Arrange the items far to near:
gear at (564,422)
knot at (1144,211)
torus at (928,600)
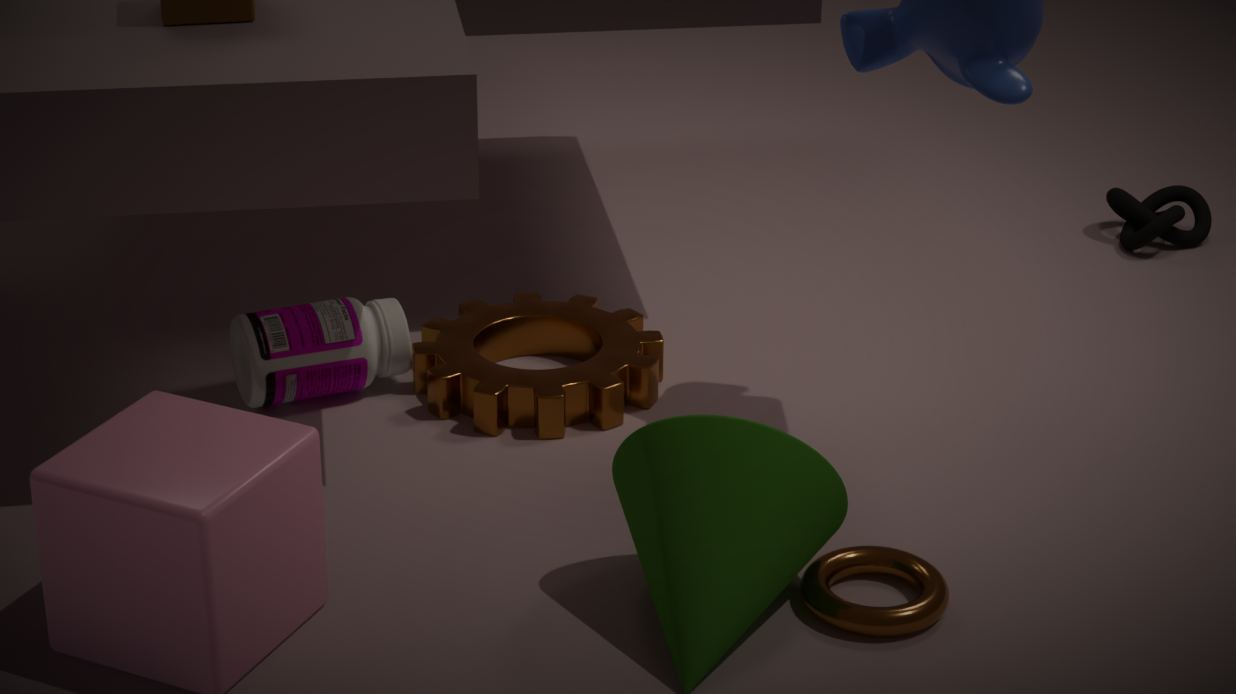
knot at (1144,211), gear at (564,422), torus at (928,600)
